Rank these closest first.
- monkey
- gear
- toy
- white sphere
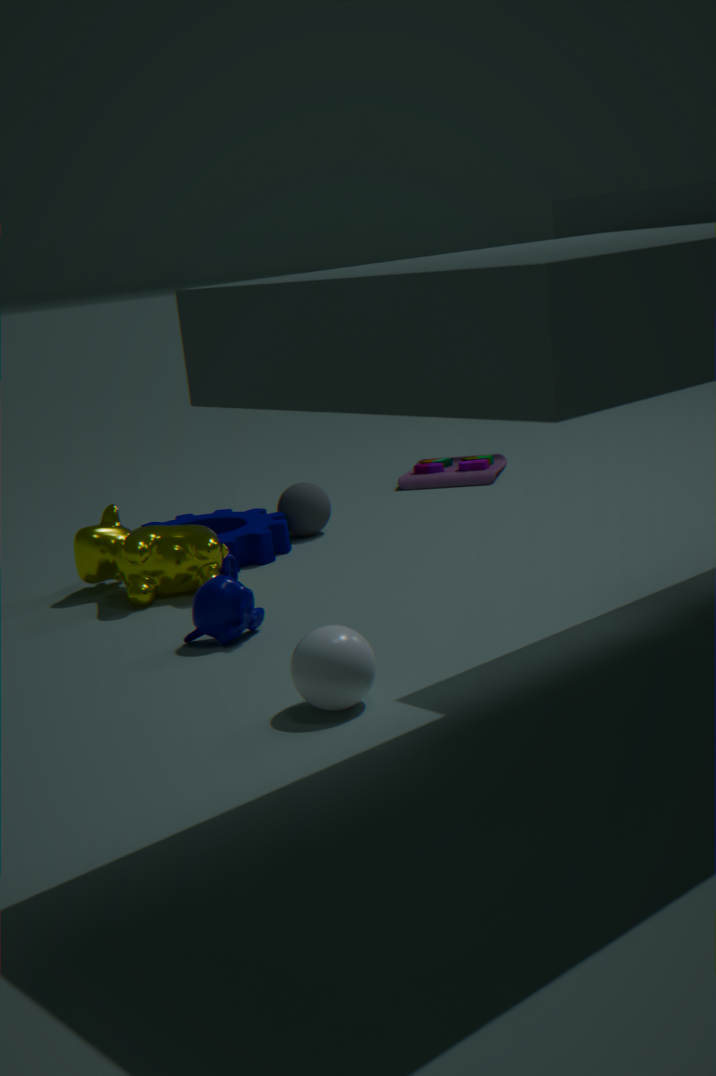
1. white sphere
2. monkey
3. gear
4. toy
